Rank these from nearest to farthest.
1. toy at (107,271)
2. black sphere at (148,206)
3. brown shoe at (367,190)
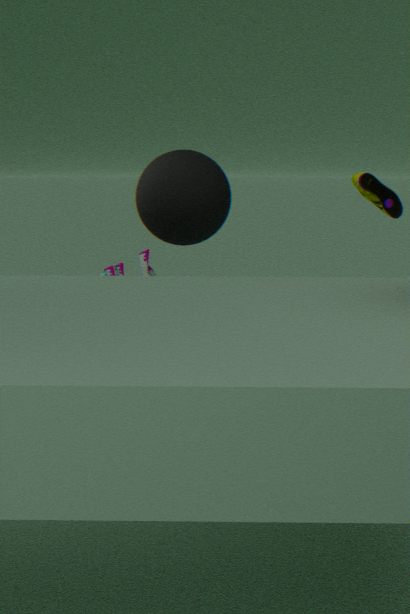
brown shoe at (367,190) → black sphere at (148,206) → toy at (107,271)
